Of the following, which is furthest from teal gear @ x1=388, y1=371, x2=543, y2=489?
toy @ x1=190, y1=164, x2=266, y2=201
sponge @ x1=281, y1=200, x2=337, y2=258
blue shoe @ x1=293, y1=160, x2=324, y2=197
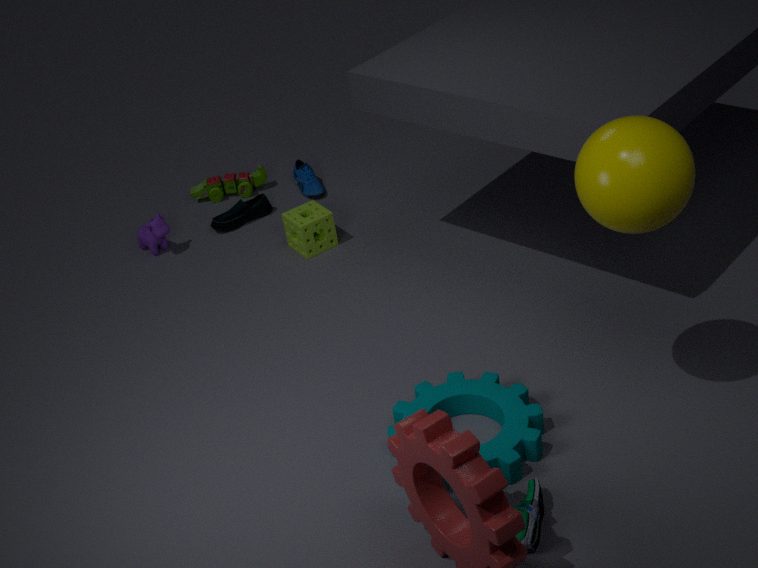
toy @ x1=190, y1=164, x2=266, y2=201
